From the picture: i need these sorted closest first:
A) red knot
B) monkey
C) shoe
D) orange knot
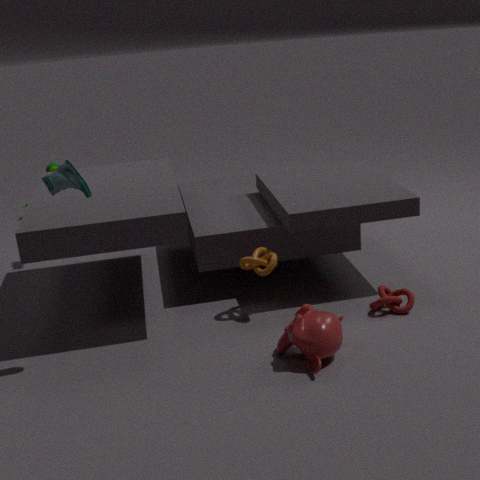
shoe
monkey
red knot
orange knot
